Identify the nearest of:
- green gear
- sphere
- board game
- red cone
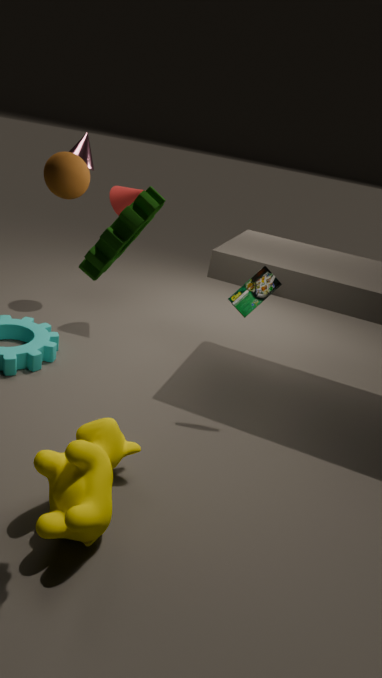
green gear
